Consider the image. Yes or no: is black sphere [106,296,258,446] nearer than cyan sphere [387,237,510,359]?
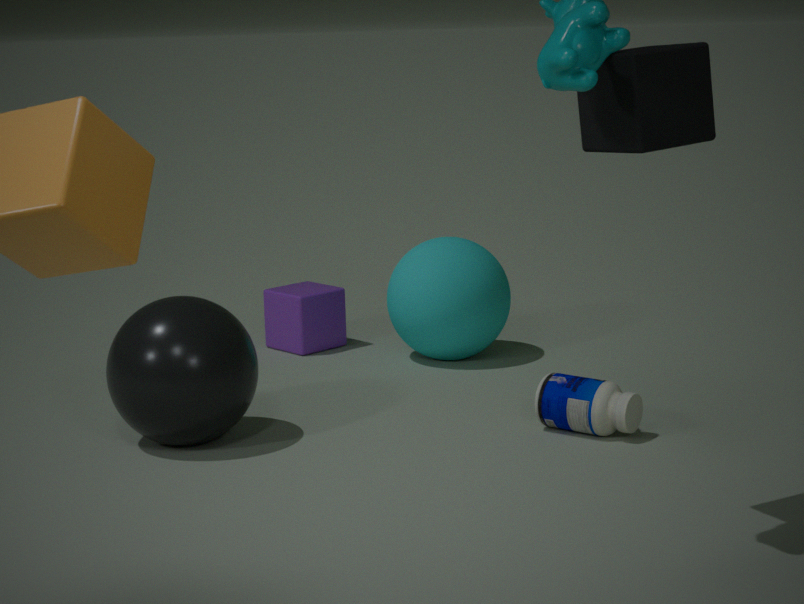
Yes
